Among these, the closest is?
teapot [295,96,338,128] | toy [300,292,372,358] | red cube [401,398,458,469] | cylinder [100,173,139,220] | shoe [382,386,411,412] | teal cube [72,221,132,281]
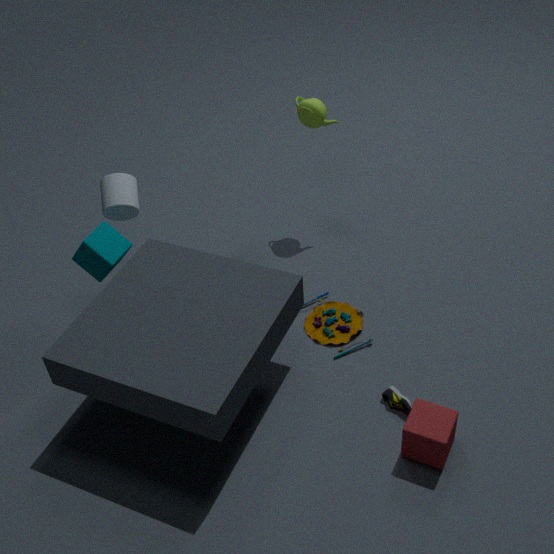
red cube [401,398,458,469]
